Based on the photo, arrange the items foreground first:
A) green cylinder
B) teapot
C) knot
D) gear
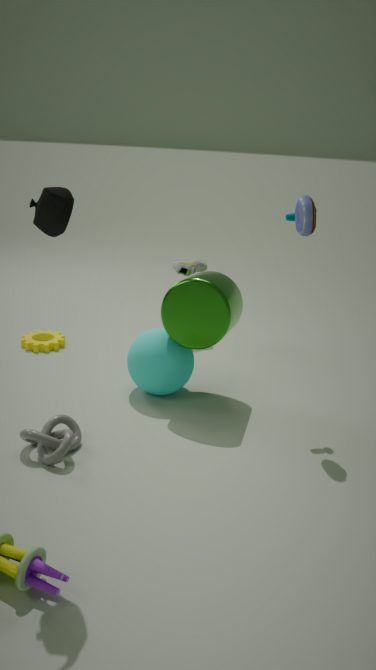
teapot → knot → green cylinder → gear
